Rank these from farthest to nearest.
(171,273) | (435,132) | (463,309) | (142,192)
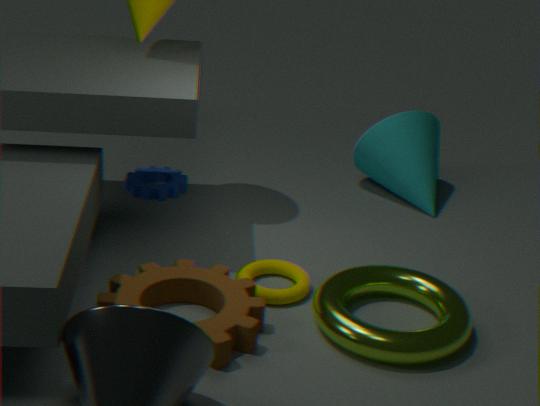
1. (435,132)
2. (142,192)
3. (171,273)
4. (463,309)
